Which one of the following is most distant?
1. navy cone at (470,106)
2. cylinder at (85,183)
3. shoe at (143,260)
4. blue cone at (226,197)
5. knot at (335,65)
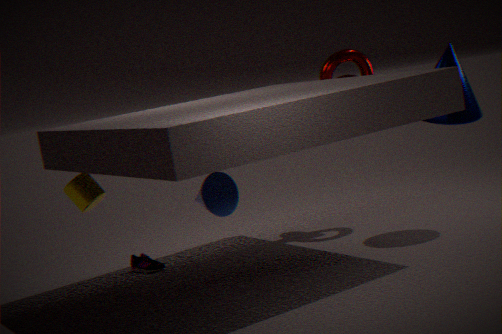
knot at (335,65)
